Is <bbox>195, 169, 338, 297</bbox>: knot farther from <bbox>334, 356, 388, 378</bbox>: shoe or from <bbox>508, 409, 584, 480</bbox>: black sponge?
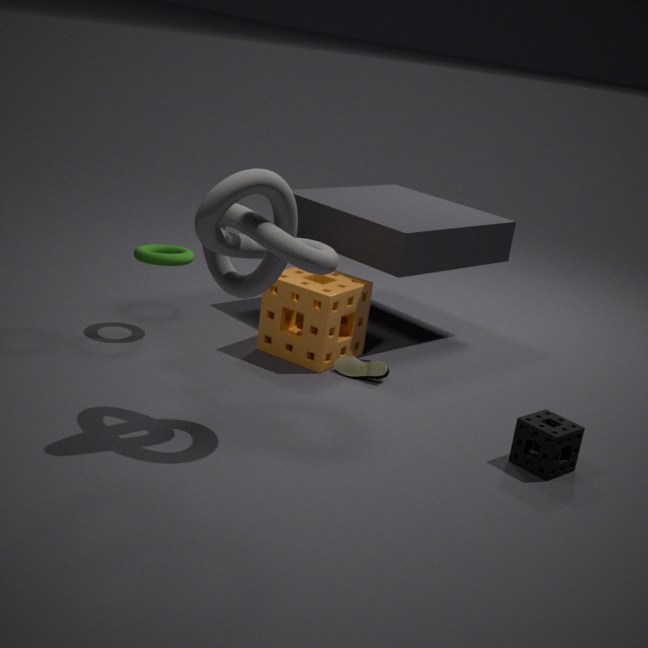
<bbox>508, 409, 584, 480</bbox>: black sponge
